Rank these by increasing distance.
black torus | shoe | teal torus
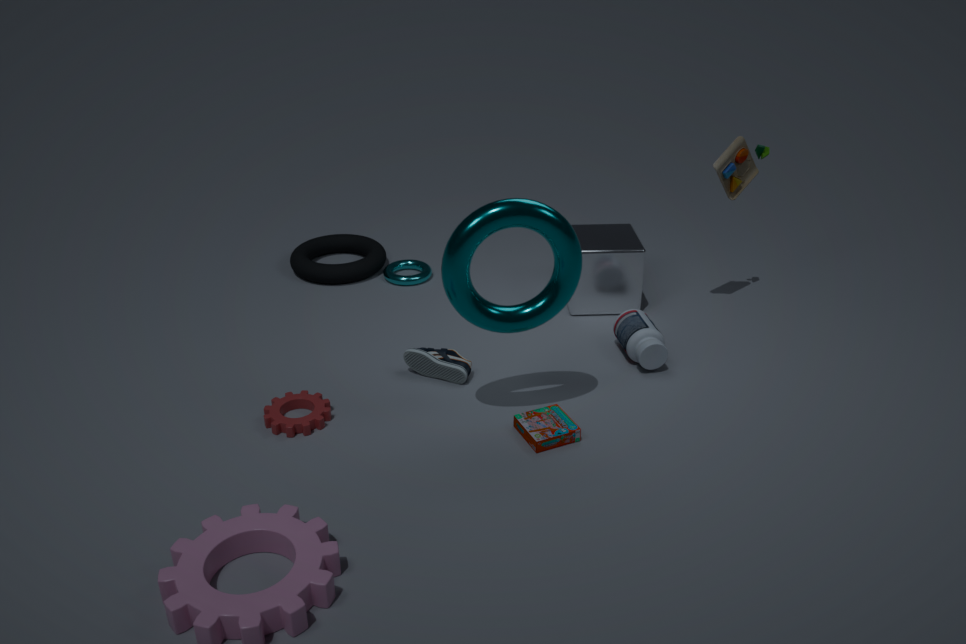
teal torus, shoe, black torus
